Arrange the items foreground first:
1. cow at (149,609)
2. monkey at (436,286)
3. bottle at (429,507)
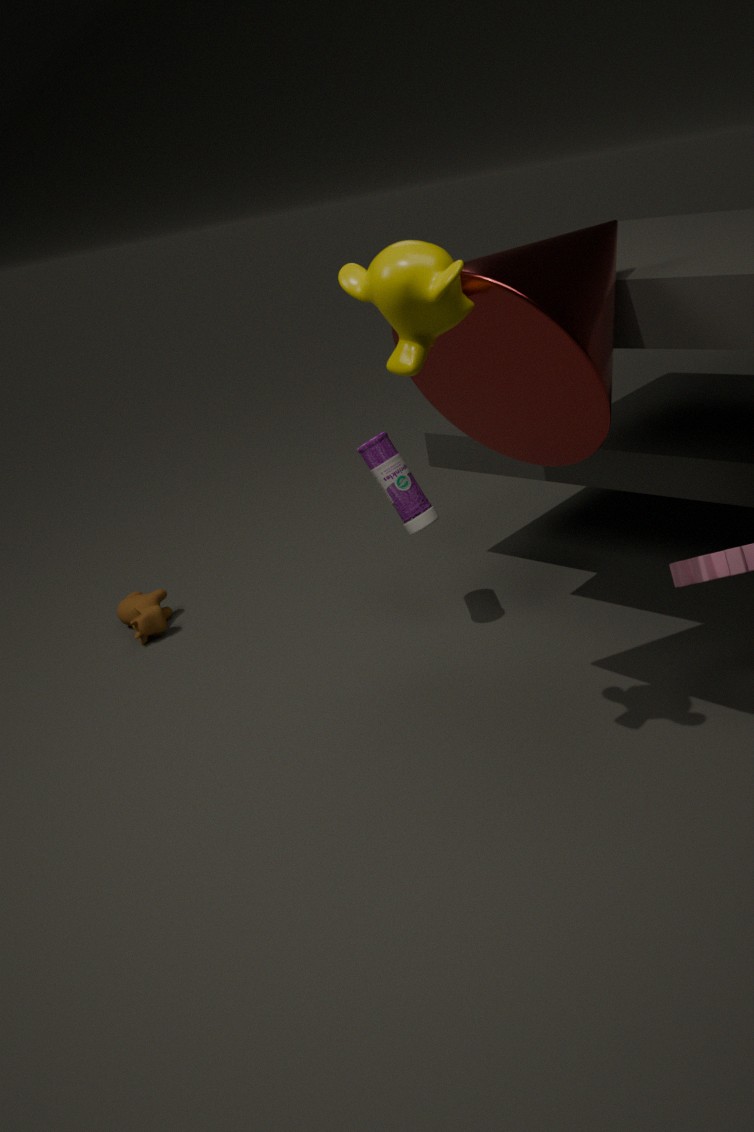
monkey at (436,286), bottle at (429,507), cow at (149,609)
